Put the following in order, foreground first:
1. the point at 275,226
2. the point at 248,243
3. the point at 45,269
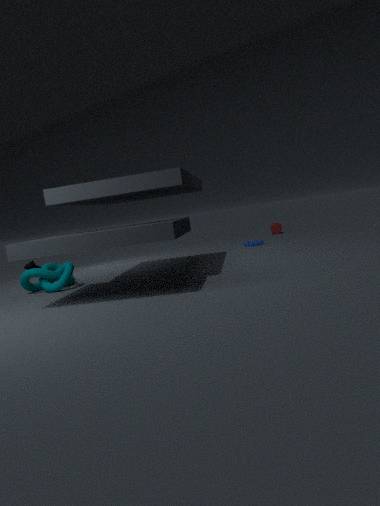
the point at 45,269, the point at 248,243, the point at 275,226
